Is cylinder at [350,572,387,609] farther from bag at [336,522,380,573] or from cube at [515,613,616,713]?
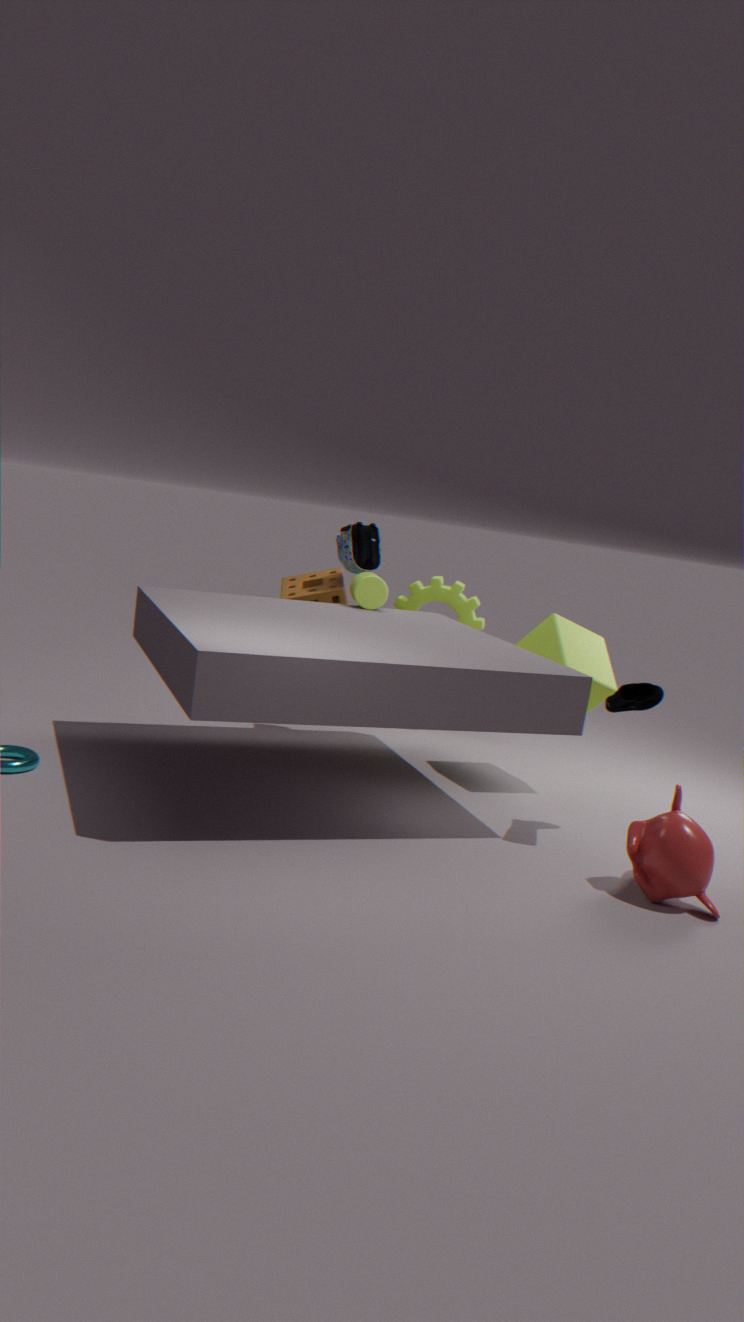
cube at [515,613,616,713]
